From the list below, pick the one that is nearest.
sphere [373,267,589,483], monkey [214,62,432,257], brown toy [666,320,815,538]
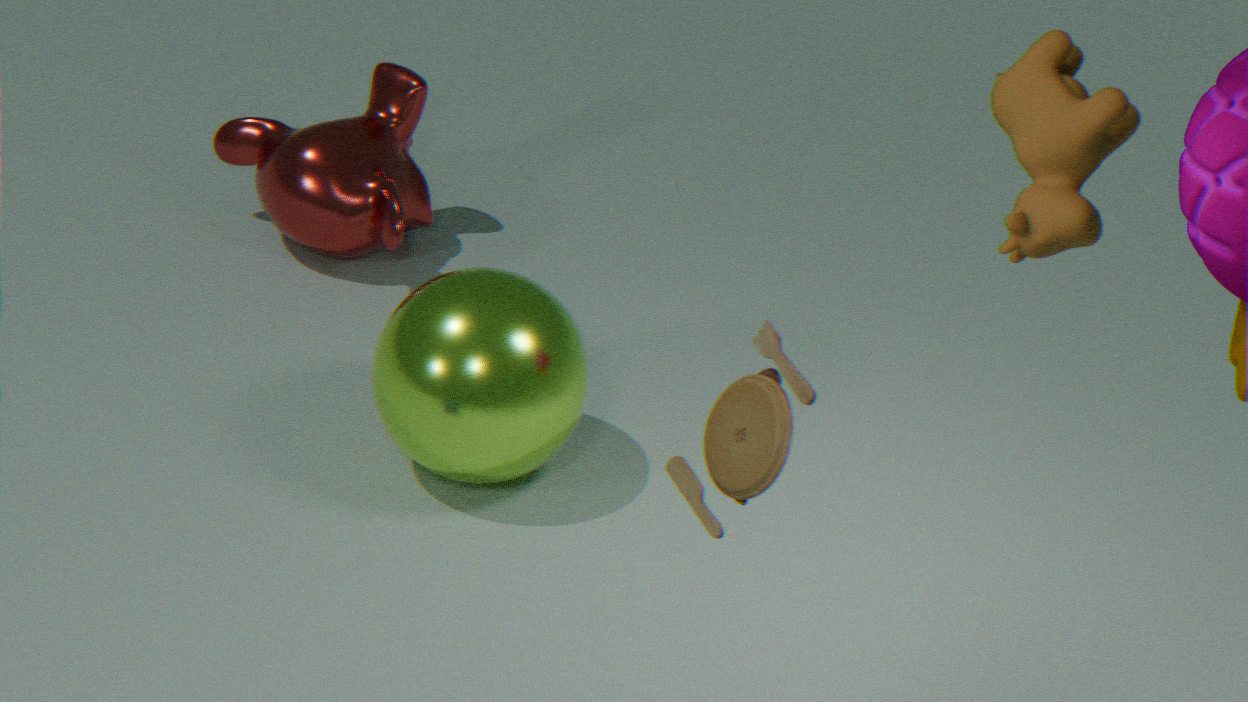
brown toy [666,320,815,538]
